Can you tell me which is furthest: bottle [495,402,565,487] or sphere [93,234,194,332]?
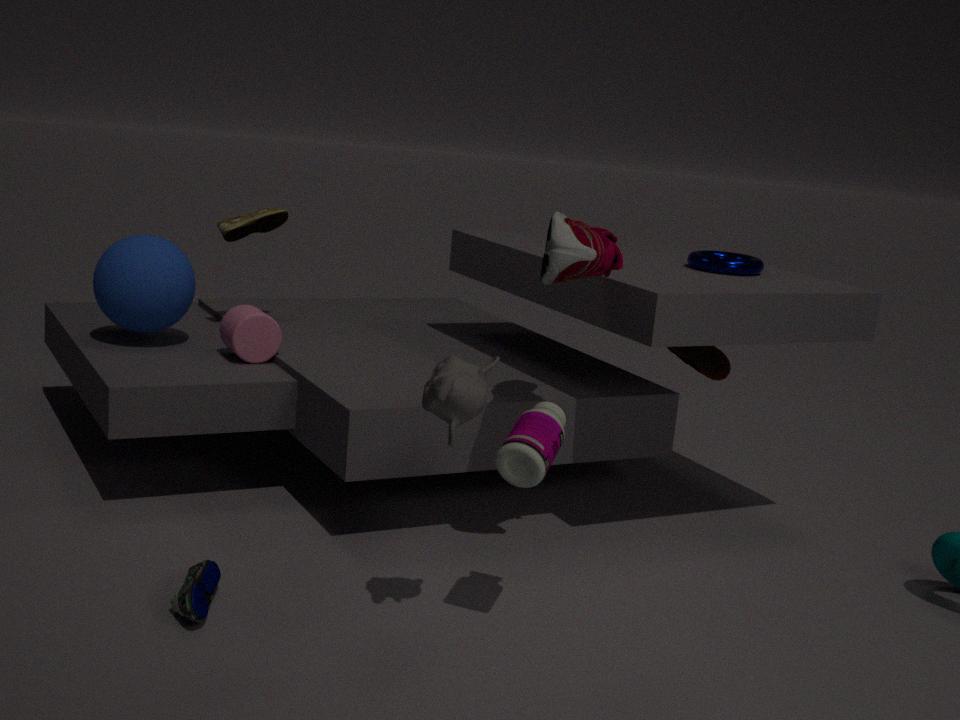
sphere [93,234,194,332]
